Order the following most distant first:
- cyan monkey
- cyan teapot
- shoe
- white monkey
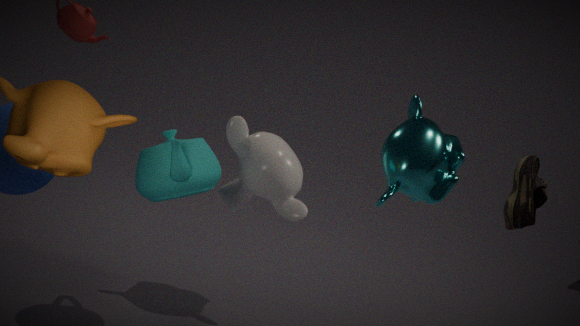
white monkey → cyan monkey → cyan teapot → shoe
